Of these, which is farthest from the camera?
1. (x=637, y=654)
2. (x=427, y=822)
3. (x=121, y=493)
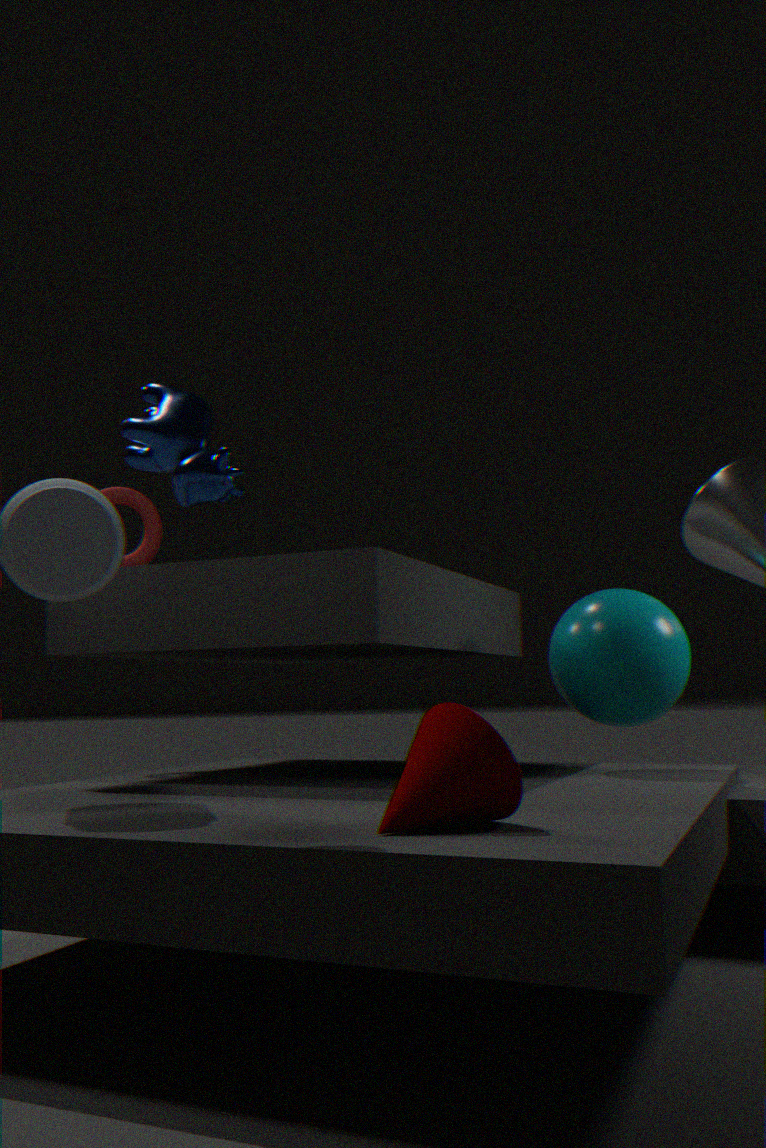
(x=121, y=493)
